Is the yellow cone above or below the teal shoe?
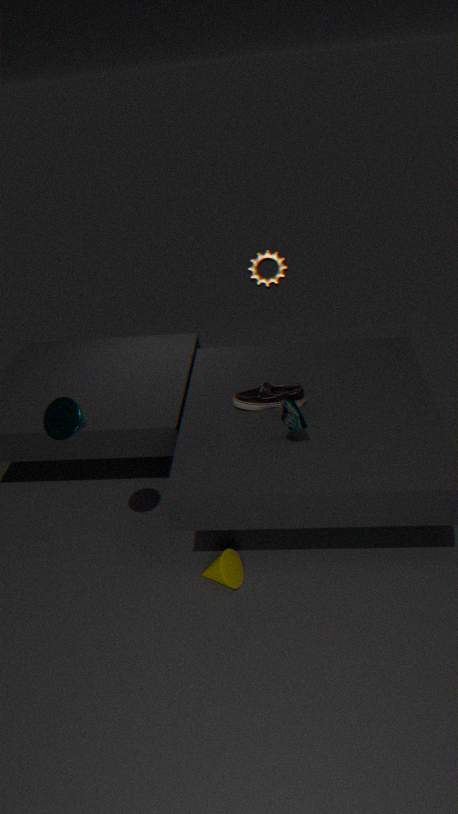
below
